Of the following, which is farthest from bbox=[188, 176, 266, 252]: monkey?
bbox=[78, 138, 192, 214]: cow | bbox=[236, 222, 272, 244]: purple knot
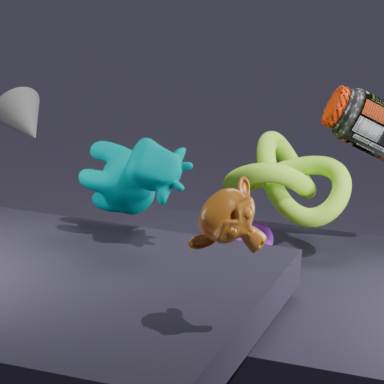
bbox=[236, 222, 272, 244]: purple knot
